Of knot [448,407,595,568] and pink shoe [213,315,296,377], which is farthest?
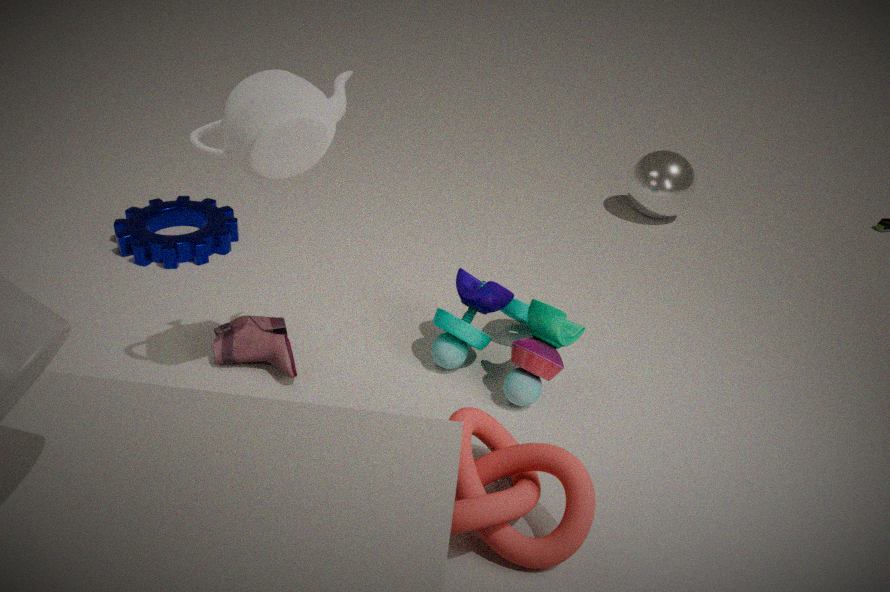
pink shoe [213,315,296,377]
